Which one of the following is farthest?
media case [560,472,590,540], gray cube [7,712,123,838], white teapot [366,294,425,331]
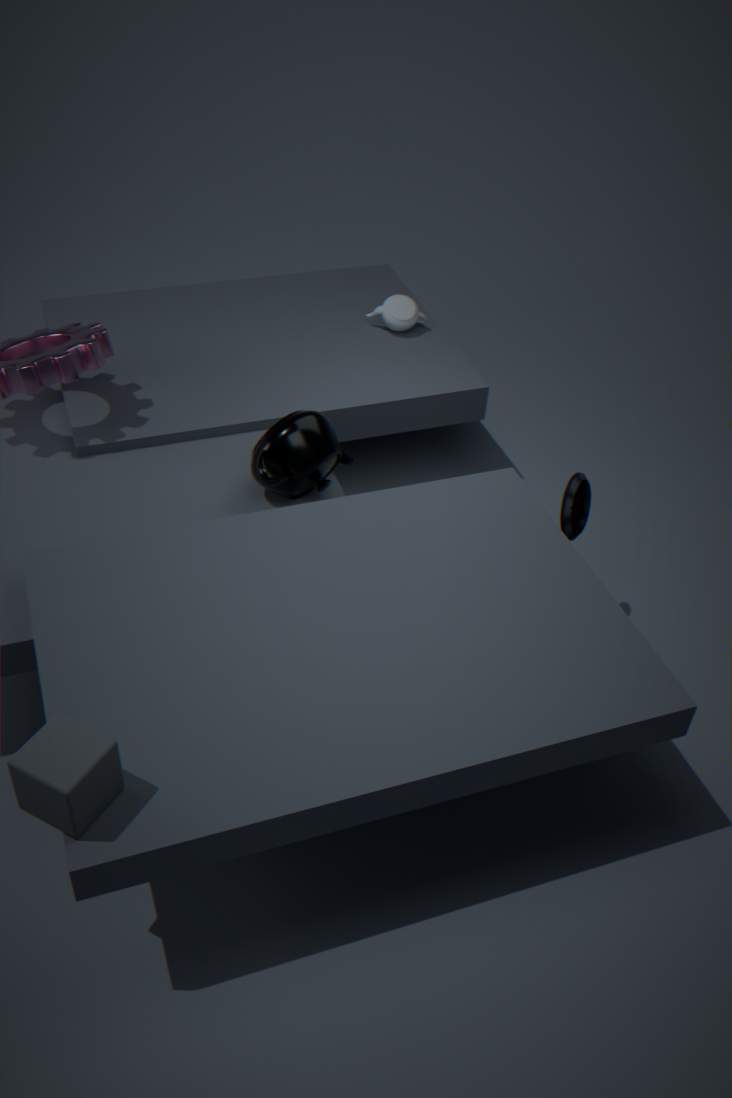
white teapot [366,294,425,331]
